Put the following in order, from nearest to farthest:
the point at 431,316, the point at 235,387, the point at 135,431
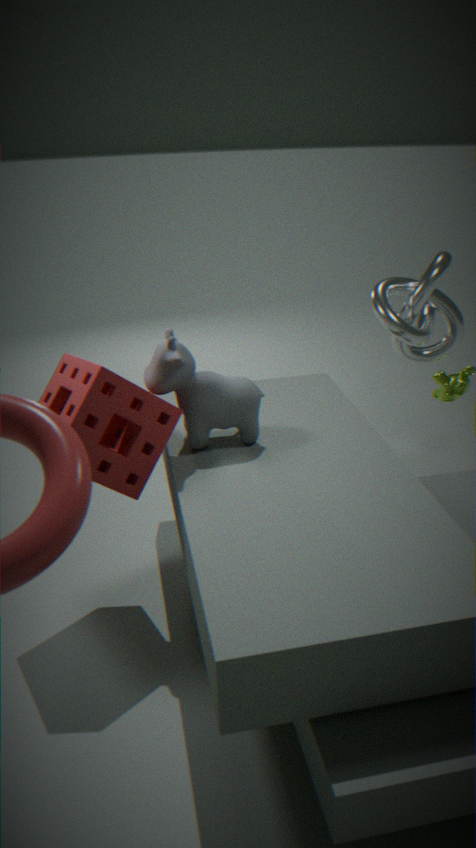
the point at 135,431 < the point at 235,387 < the point at 431,316
